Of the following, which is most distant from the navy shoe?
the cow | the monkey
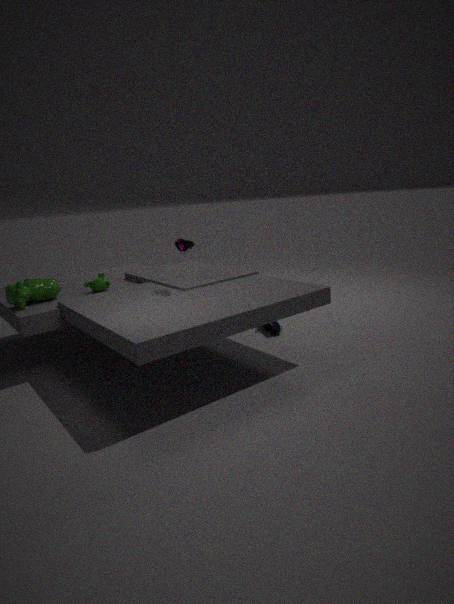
the cow
